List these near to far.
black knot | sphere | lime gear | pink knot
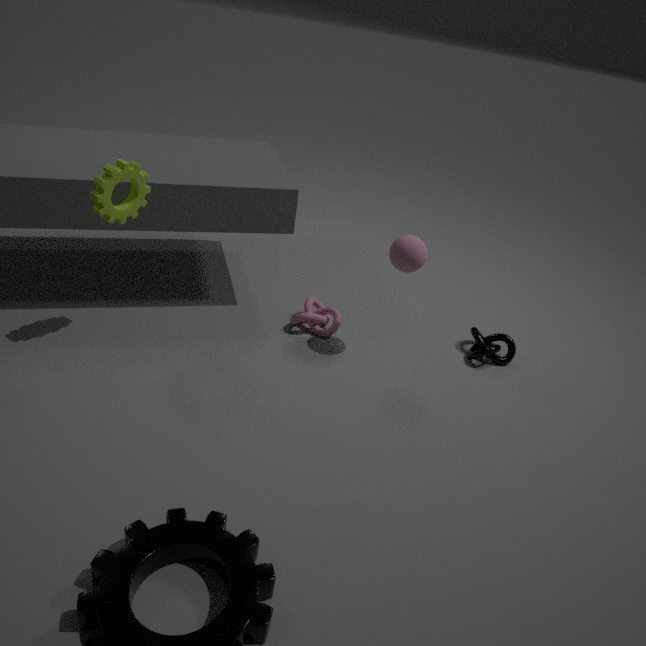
lime gear < sphere < black knot < pink knot
